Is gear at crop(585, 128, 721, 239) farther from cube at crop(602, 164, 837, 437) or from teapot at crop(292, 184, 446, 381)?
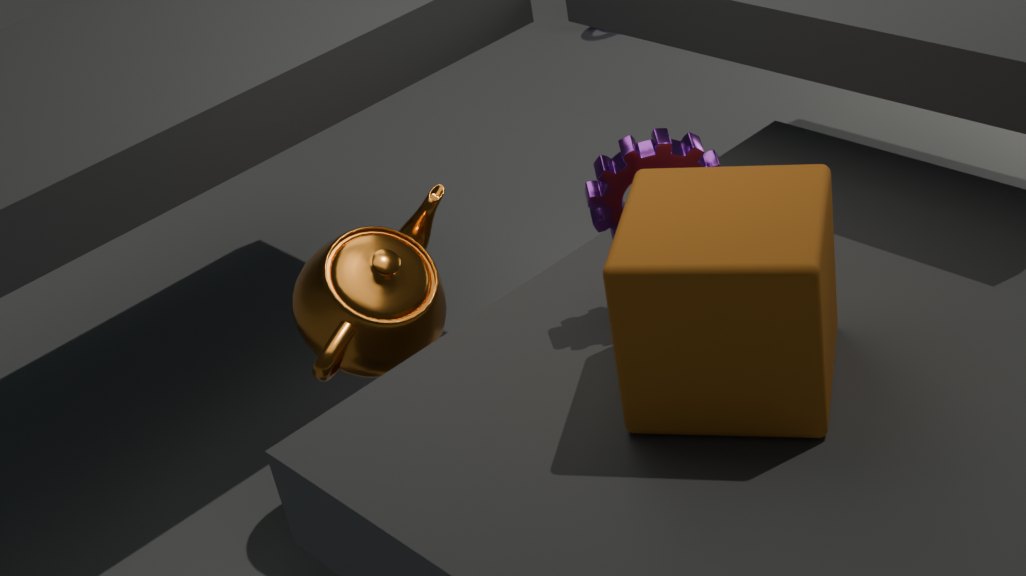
teapot at crop(292, 184, 446, 381)
